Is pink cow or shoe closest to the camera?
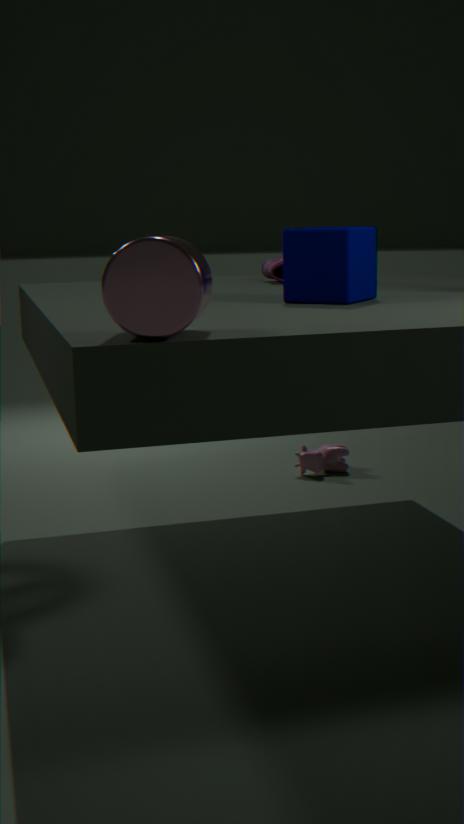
shoe
